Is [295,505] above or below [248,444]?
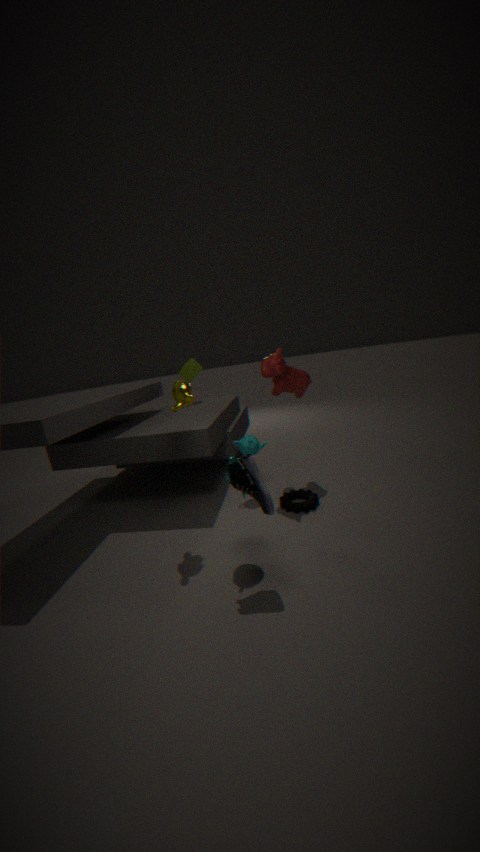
below
